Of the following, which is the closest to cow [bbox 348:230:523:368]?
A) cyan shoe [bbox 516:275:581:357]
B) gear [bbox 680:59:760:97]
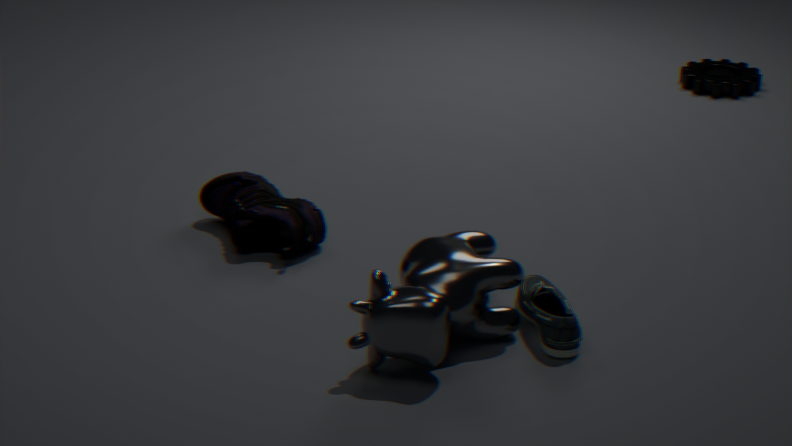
cyan shoe [bbox 516:275:581:357]
